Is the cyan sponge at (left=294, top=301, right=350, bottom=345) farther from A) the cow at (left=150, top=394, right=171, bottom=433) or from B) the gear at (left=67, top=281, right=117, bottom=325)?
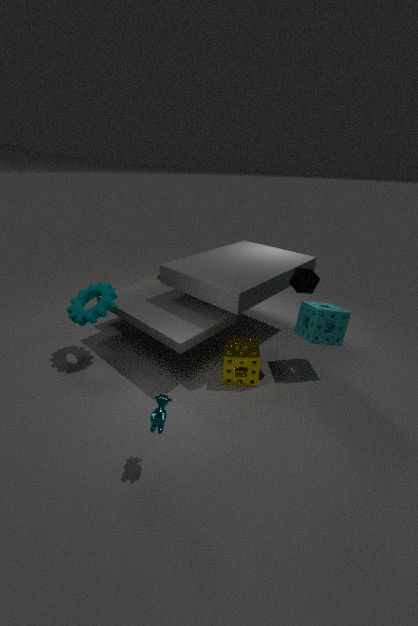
B) the gear at (left=67, top=281, right=117, bottom=325)
